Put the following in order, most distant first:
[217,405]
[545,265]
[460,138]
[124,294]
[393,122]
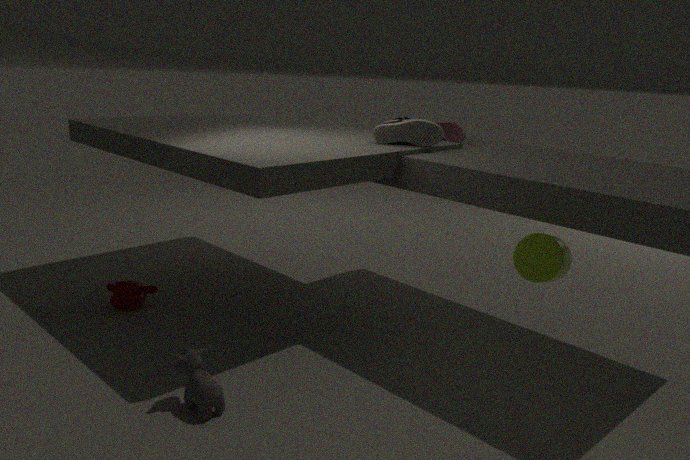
[460,138], [124,294], [393,122], [545,265], [217,405]
